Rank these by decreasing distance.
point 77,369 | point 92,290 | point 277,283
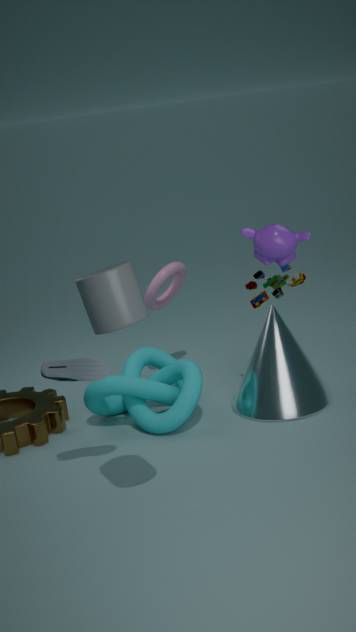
point 277,283
point 77,369
point 92,290
